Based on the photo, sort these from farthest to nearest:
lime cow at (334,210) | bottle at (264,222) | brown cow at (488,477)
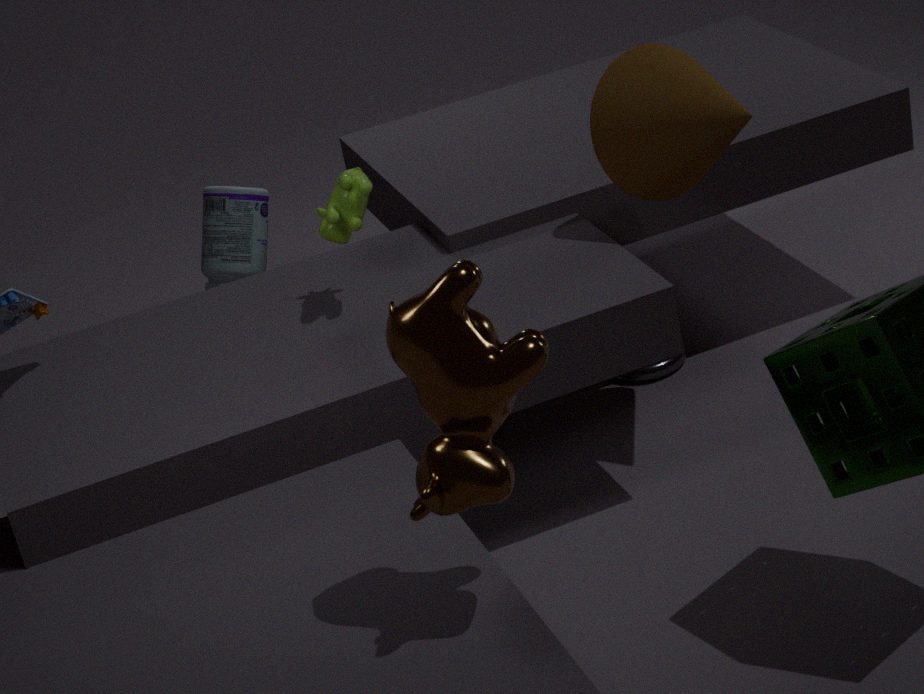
bottle at (264,222) < lime cow at (334,210) < brown cow at (488,477)
